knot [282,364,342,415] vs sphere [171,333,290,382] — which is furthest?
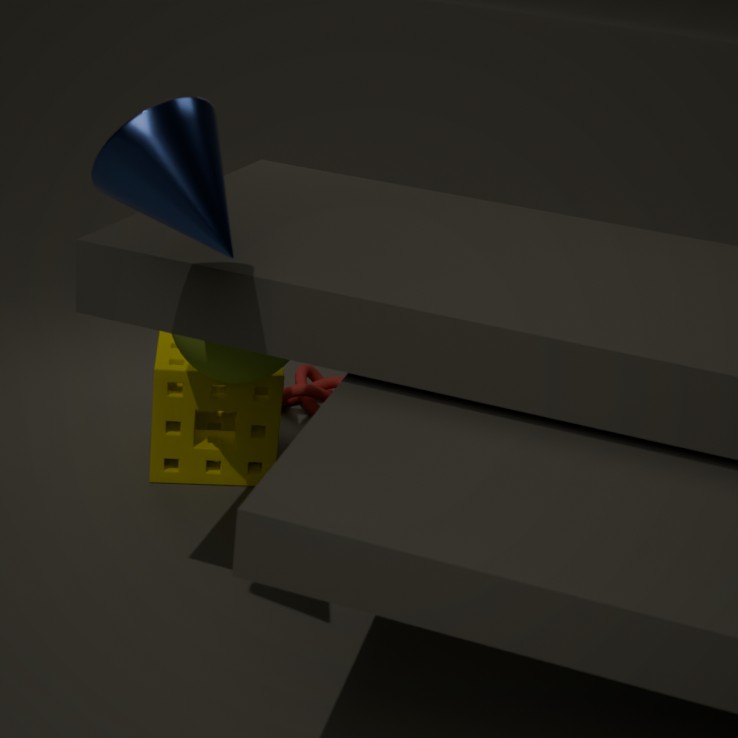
knot [282,364,342,415]
